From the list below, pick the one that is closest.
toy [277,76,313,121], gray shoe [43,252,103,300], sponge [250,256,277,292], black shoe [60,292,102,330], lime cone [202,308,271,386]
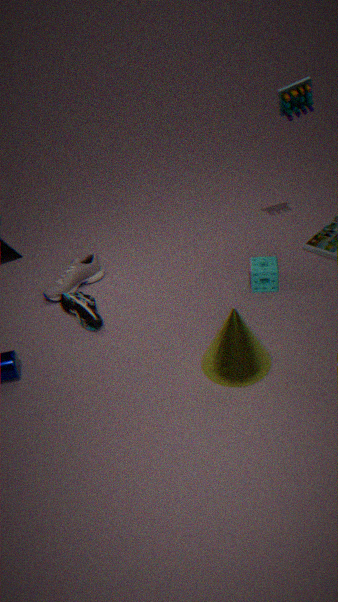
lime cone [202,308,271,386]
